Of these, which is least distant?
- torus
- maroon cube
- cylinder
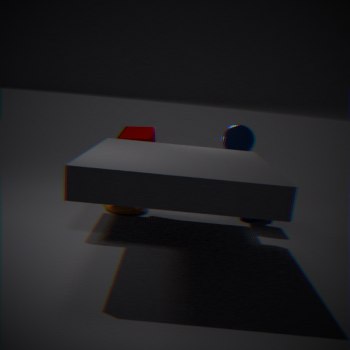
maroon cube
